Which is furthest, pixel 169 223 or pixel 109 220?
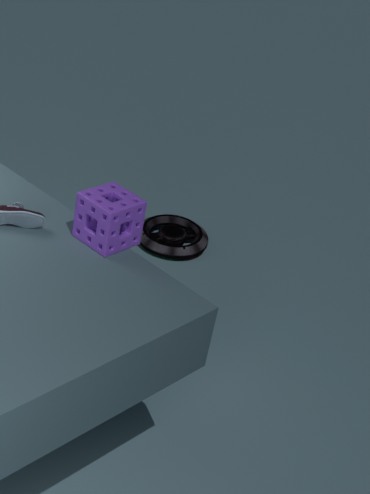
pixel 169 223
